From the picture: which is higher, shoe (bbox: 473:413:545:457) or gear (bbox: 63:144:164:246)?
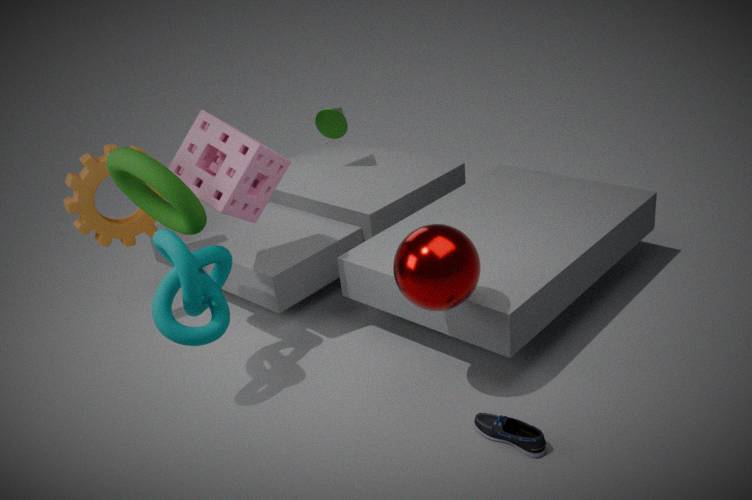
gear (bbox: 63:144:164:246)
